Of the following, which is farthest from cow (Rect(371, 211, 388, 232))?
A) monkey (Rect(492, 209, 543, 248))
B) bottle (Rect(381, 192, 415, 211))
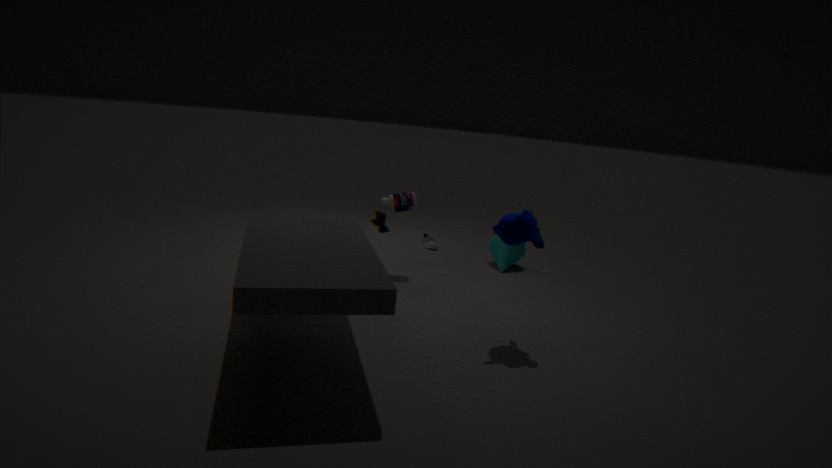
monkey (Rect(492, 209, 543, 248))
